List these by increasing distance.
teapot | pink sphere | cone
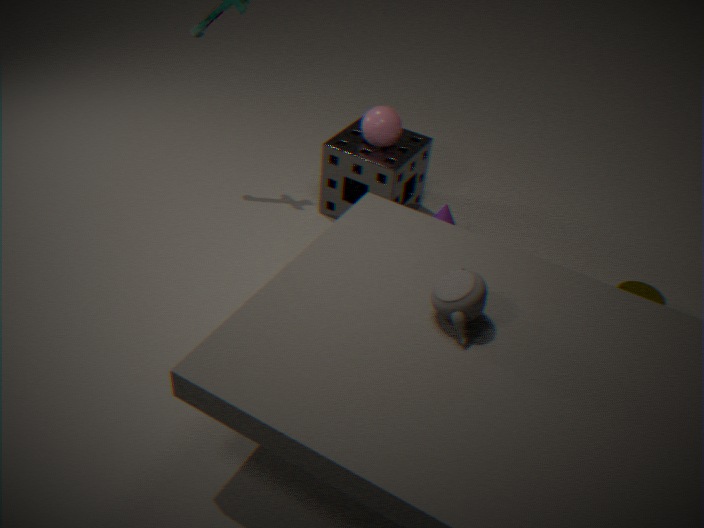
teapot
pink sphere
cone
